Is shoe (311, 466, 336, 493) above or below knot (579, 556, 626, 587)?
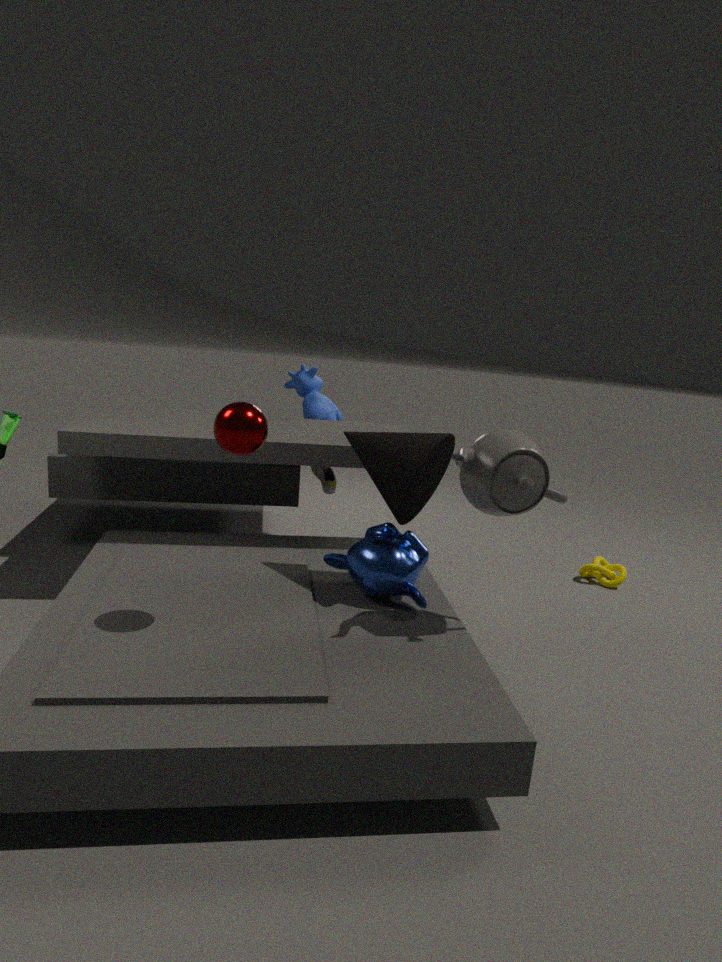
above
